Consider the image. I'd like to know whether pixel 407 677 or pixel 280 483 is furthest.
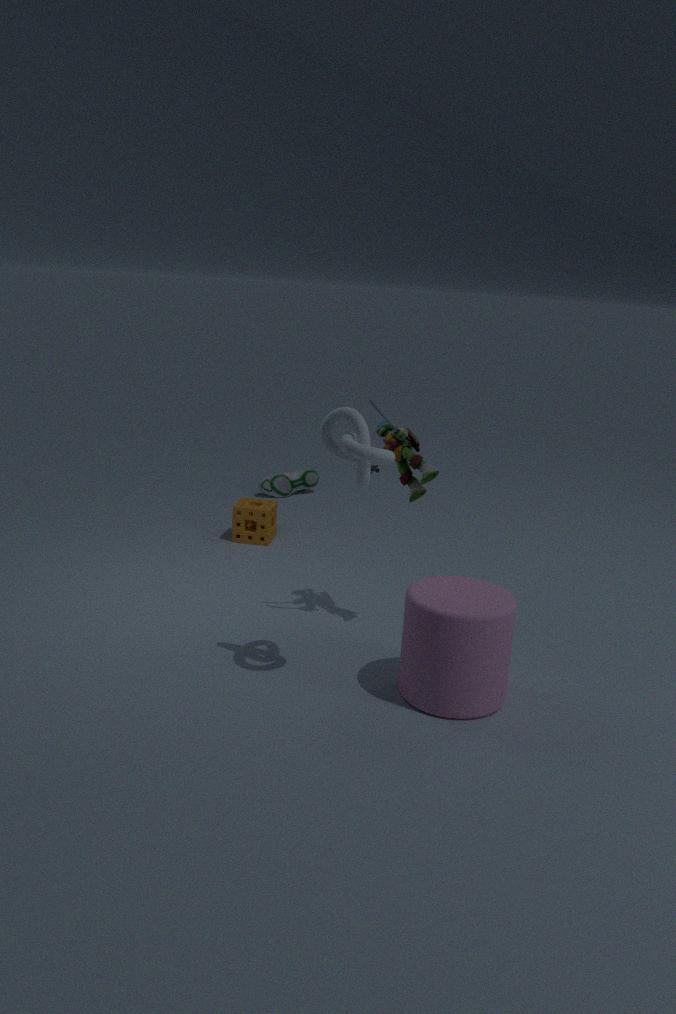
pixel 280 483
